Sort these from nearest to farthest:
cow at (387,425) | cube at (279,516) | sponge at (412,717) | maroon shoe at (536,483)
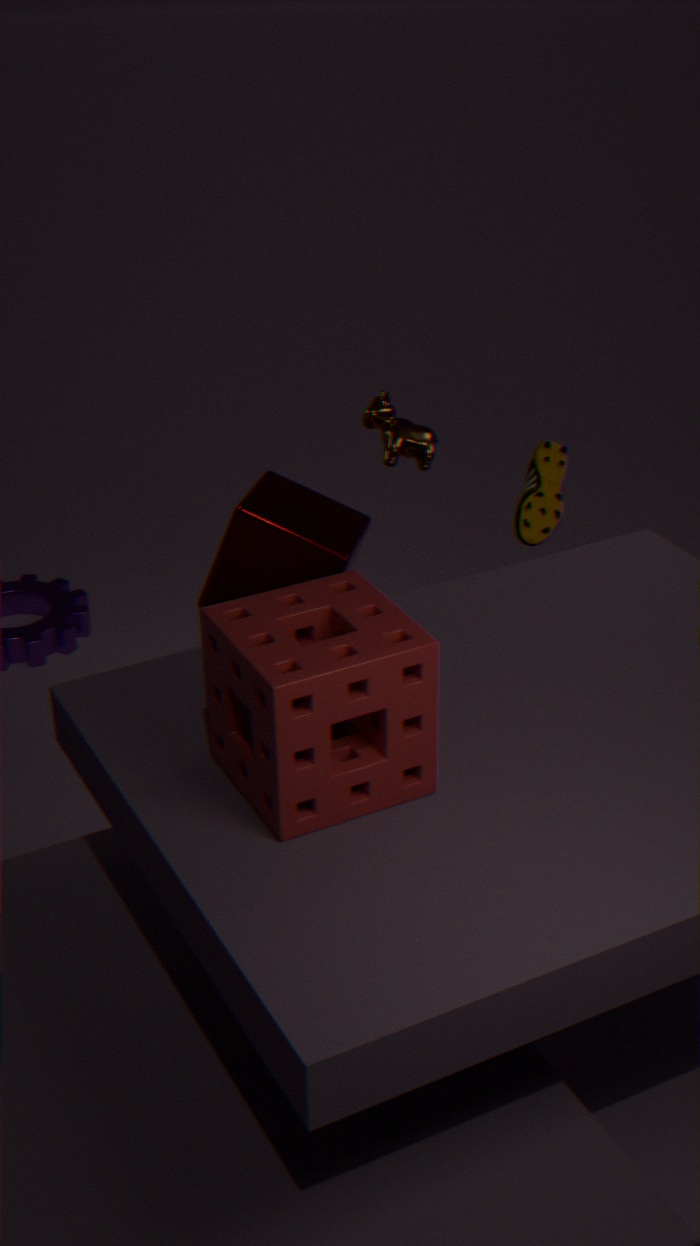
sponge at (412,717) → cow at (387,425) → cube at (279,516) → maroon shoe at (536,483)
